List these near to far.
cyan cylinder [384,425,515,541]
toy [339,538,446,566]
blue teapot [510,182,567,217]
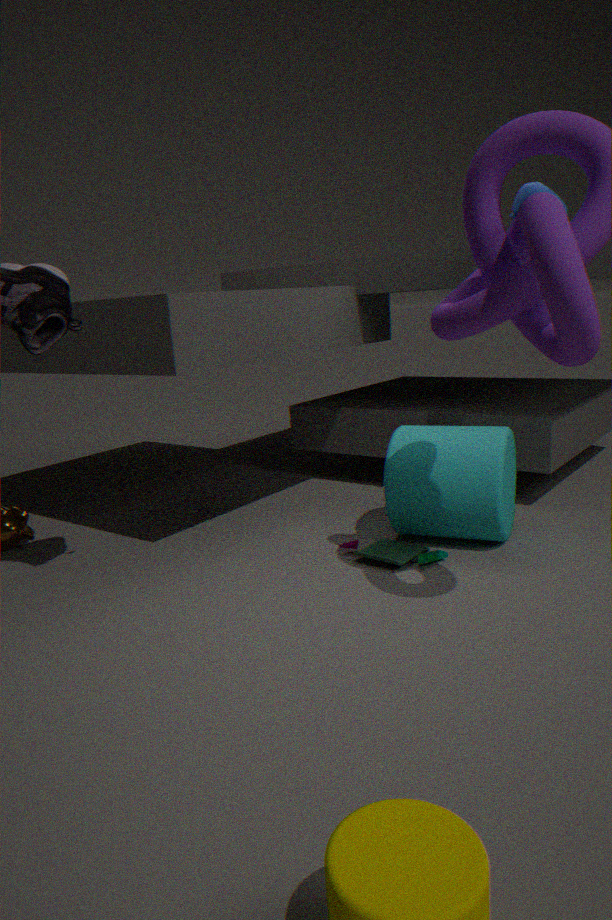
blue teapot [510,182,567,217] < toy [339,538,446,566] < cyan cylinder [384,425,515,541]
